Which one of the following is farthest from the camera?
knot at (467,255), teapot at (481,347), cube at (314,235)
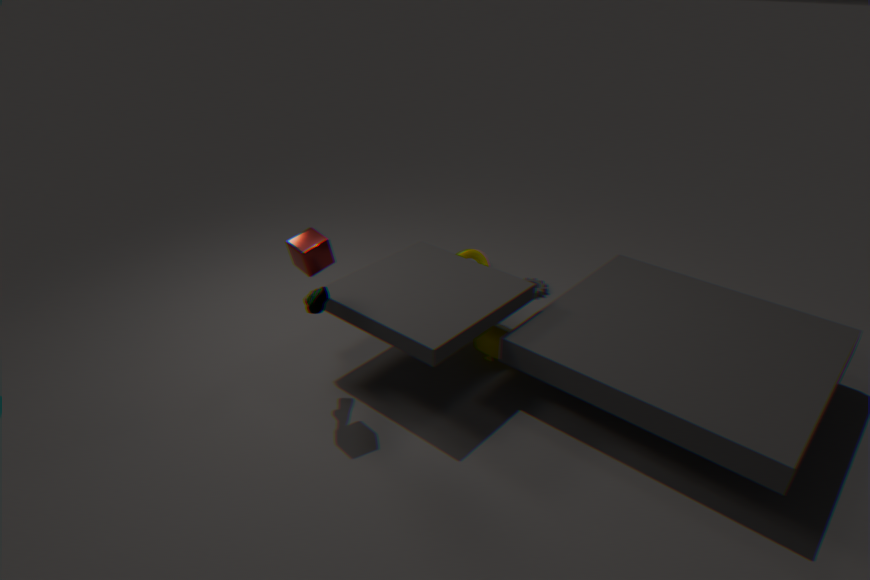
knot at (467,255)
